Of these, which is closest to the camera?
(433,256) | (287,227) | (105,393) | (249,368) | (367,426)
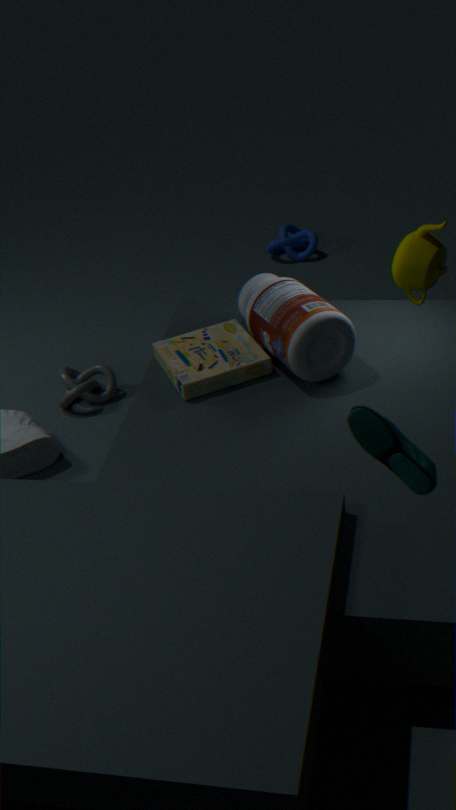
(367,426)
